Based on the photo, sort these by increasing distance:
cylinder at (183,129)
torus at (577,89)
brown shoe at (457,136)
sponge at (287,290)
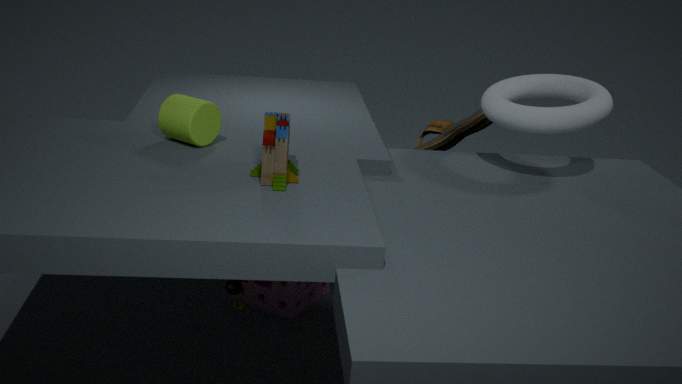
1. cylinder at (183,129)
2. torus at (577,89)
3. sponge at (287,290)
4. brown shoe at (457,136)
